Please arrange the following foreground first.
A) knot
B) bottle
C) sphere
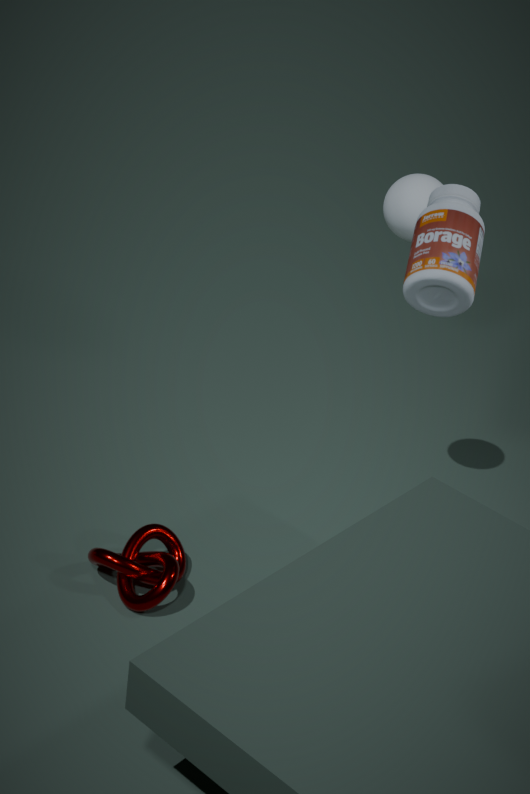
1. bottle
2. knot
3. sphere
